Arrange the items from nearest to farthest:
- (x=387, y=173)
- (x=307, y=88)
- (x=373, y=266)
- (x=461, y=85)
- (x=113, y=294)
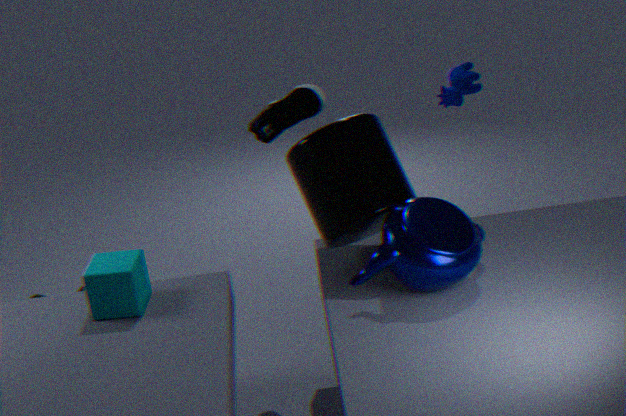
1. (x=373, y=266)
2. (x=387, y=173)
3. (x=113, y=294)
4. (x=307, y=88)
5. (x=461, y=85)
